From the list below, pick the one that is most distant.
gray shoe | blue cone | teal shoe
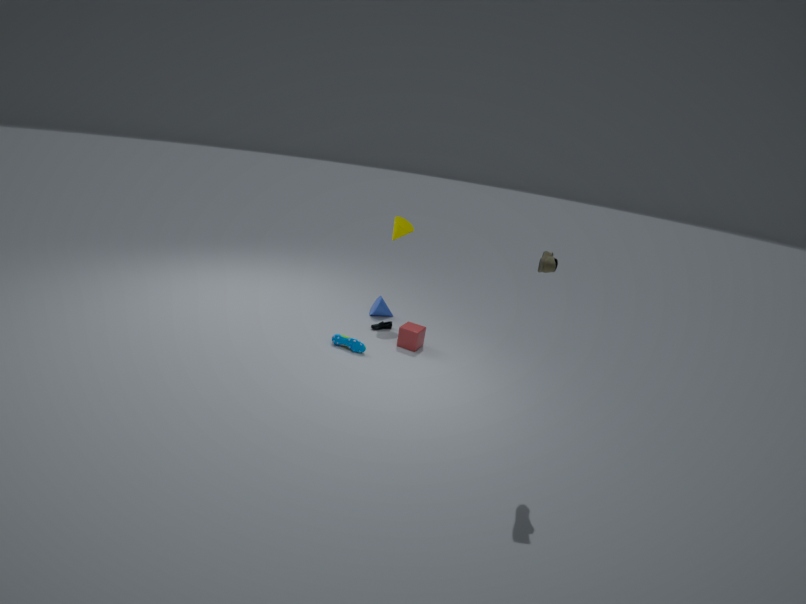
blue cone
